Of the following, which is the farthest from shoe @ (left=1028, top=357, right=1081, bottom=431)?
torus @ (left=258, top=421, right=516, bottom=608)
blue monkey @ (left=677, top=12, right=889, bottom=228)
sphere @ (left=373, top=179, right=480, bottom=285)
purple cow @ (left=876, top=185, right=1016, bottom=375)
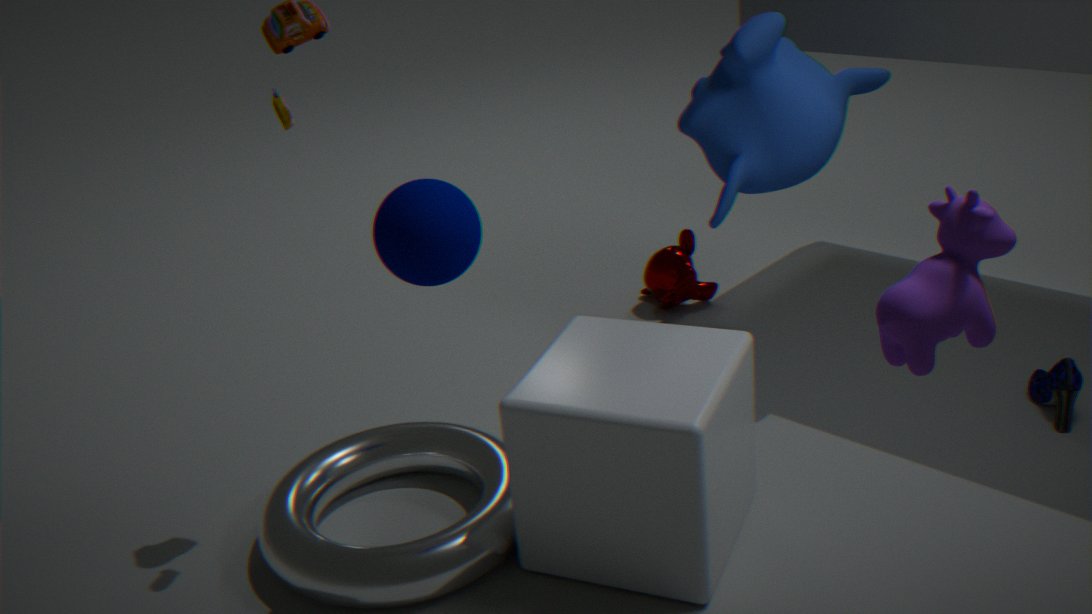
sphere @ (left=373, top=179, right=480, bottom=285)
